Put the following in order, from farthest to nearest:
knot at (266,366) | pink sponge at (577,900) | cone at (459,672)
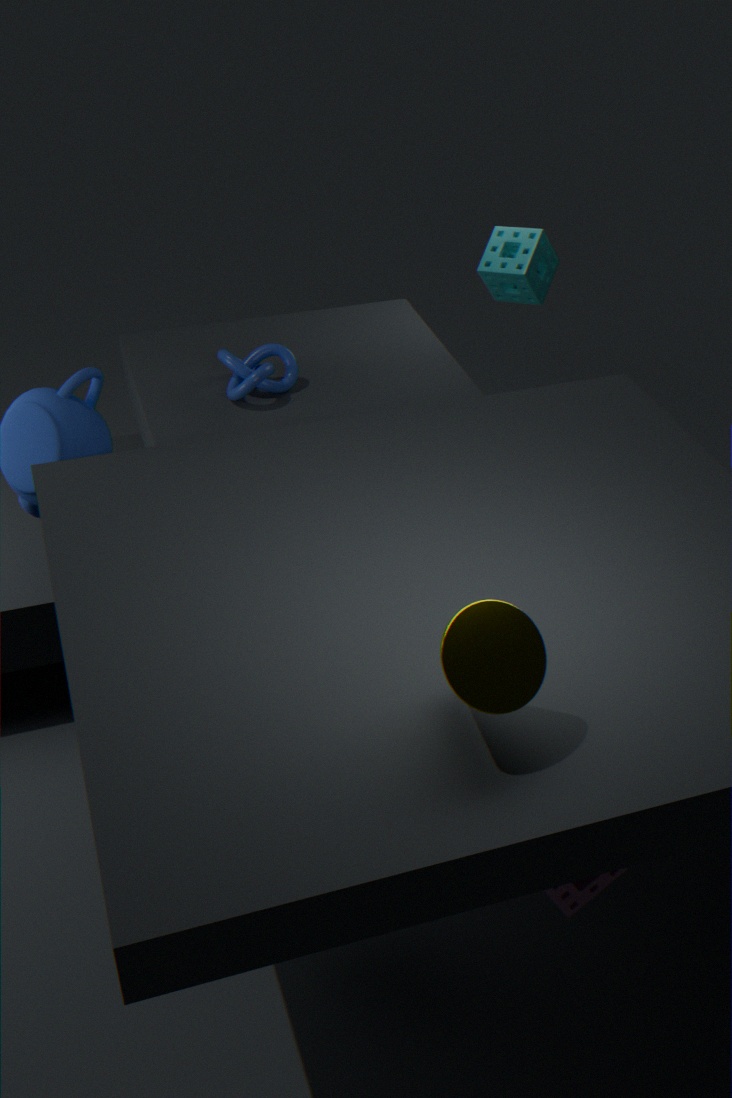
knot at (266,366) → pink sponge at (577,900) → cone at (459,672)
